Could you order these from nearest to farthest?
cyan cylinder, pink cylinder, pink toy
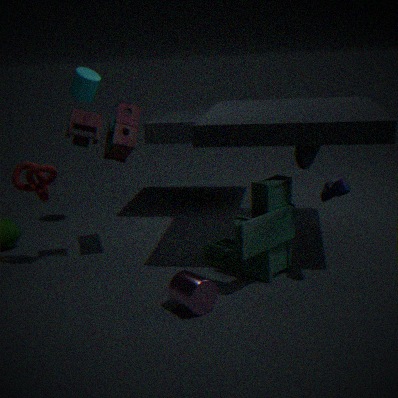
pink cylinder → pink toy → cyan cylinder
